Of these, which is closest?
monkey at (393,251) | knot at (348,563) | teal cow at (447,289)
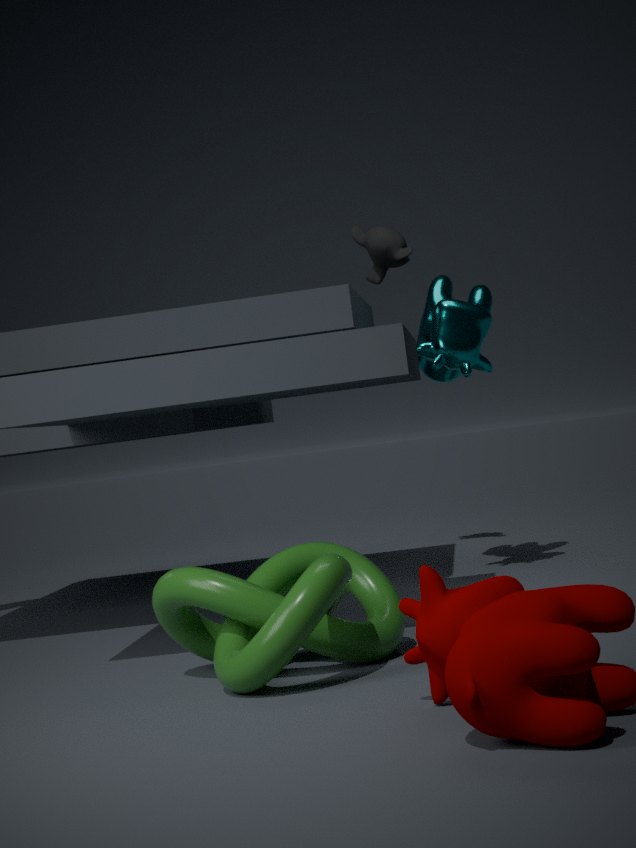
knot at (348,563)
